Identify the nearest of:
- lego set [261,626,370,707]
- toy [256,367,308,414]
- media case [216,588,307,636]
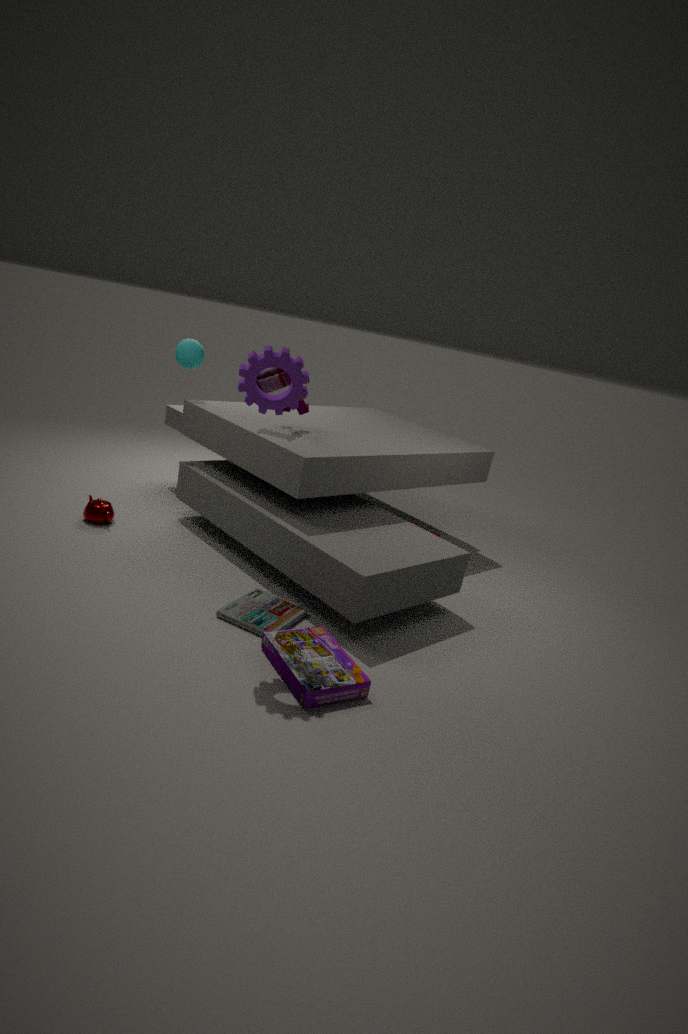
lego set [261,626,370,707]
